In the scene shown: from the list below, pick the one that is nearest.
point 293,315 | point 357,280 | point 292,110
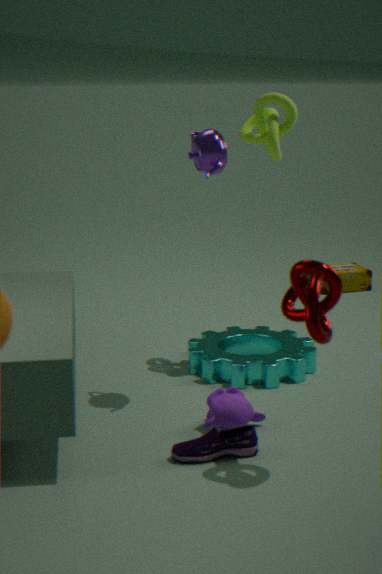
point 293,315
